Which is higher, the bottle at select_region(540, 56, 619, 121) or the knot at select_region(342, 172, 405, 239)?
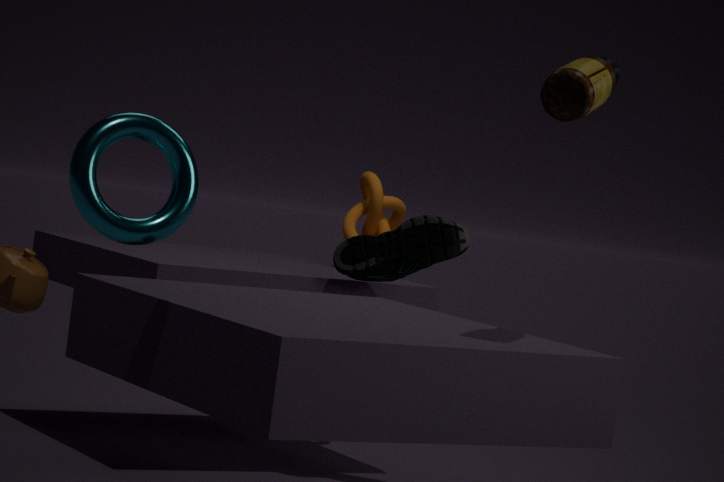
the bottle at select_region(540, 56, 619, 121)
